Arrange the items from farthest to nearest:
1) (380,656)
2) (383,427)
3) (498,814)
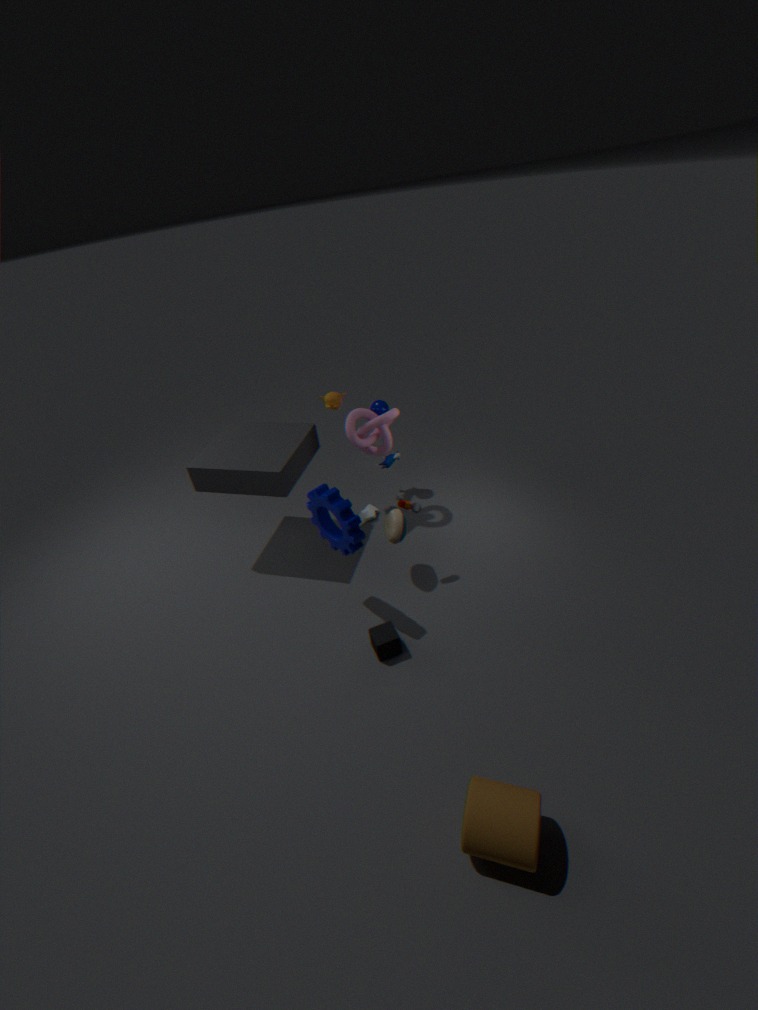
2. (383,427) < 1. (380,656) < 3. (498,814)
